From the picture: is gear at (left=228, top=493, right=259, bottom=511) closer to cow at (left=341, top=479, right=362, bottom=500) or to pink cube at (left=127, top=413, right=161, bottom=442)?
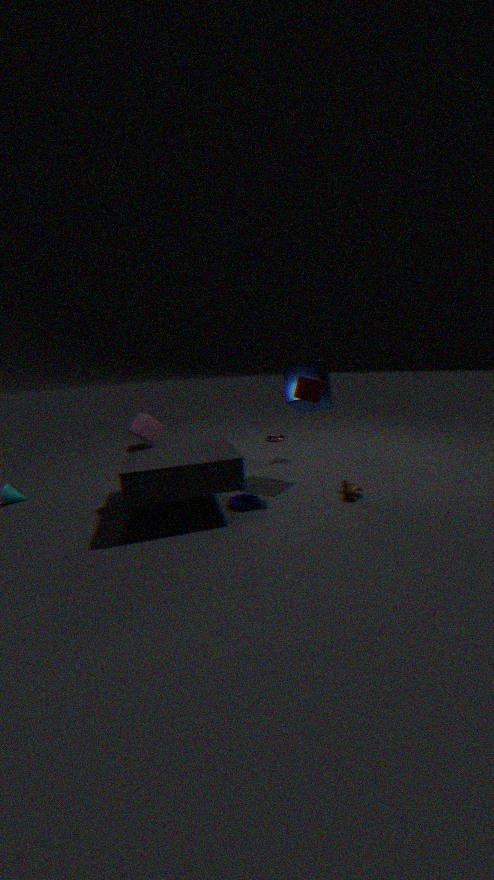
cow at (left=341, top=479, right=362, bottom=500)
